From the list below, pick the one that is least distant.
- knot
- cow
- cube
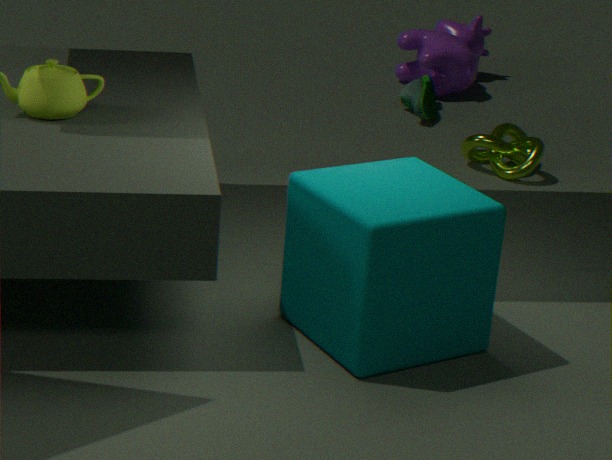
cube
